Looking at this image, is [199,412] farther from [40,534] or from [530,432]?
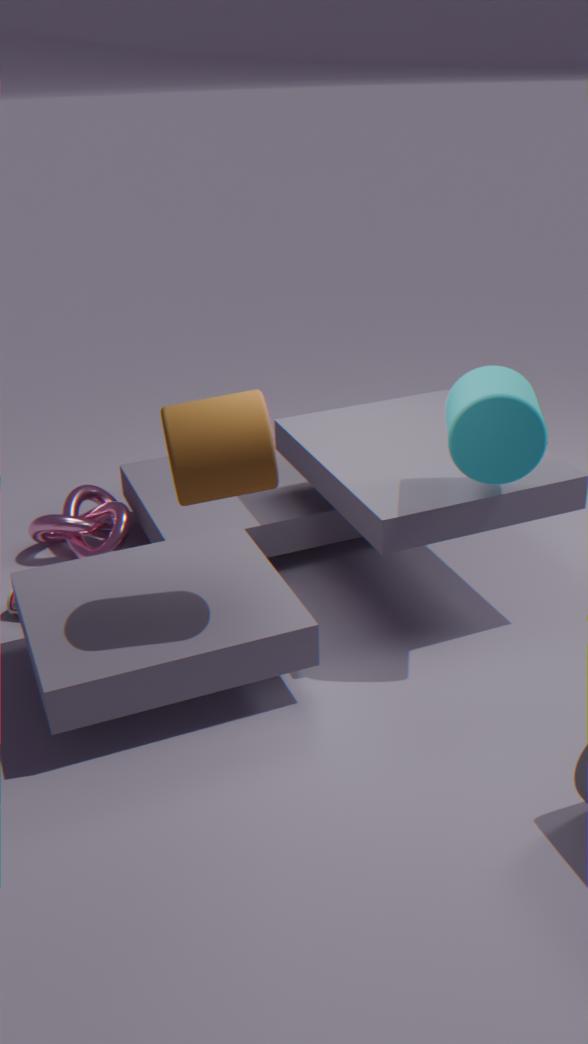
[40,534]
